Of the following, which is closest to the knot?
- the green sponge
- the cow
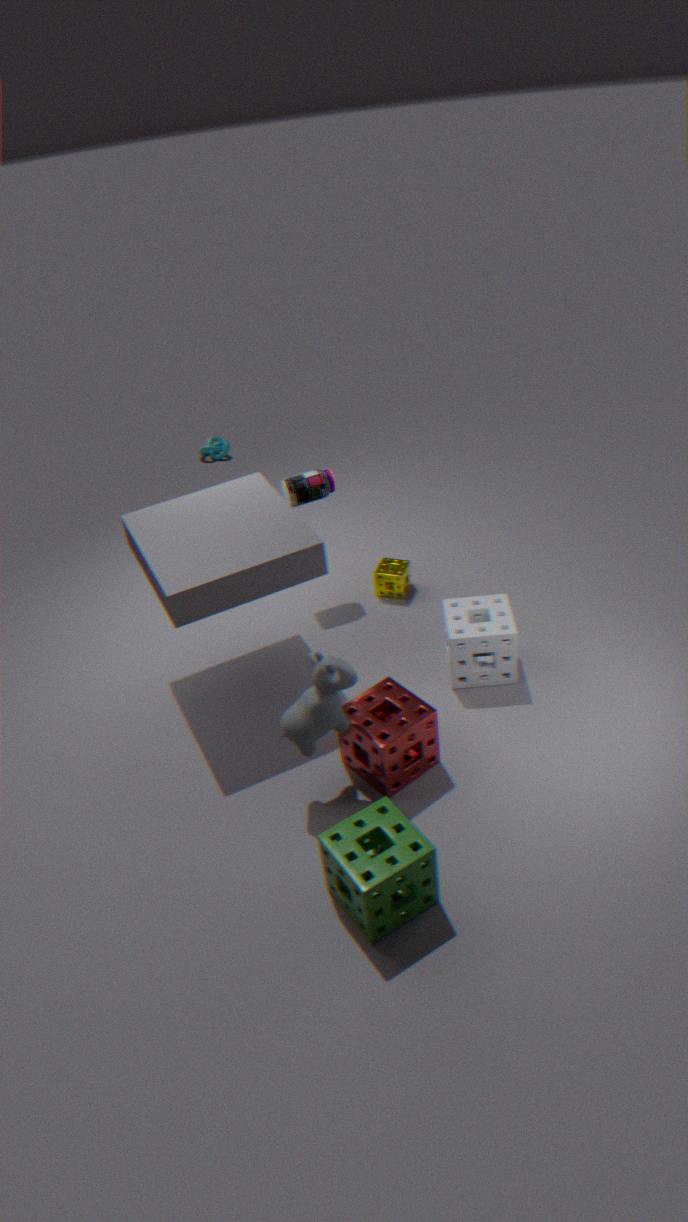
the cow
